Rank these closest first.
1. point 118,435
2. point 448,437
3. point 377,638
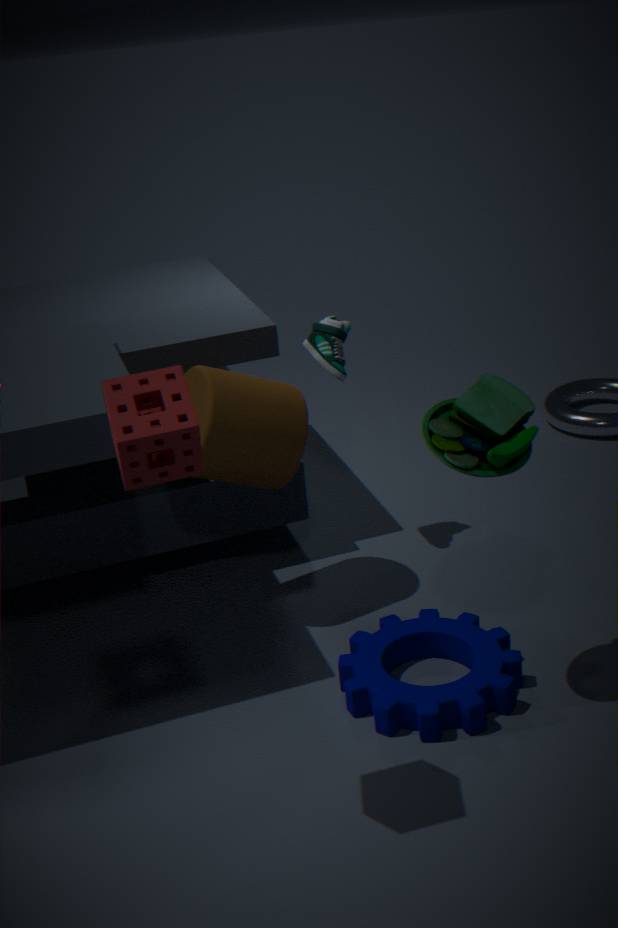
point 118,435 < point 448,437 < point 377,638
